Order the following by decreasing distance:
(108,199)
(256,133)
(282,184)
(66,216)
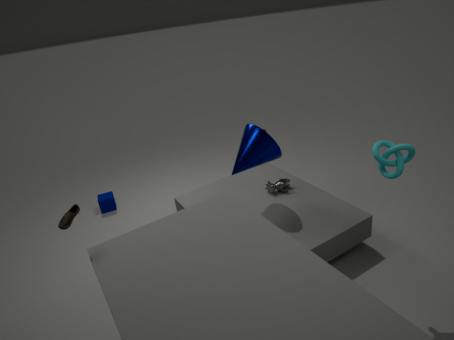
(108,199)
(282,184)
(256,133)
(66,216)
